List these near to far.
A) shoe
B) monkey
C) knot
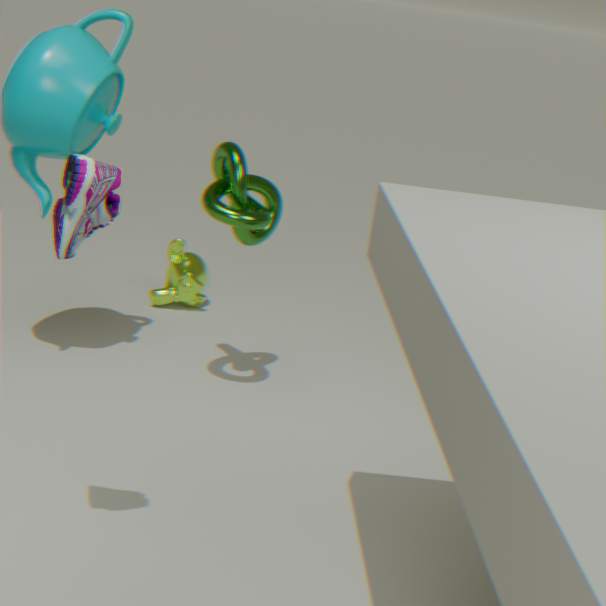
shoe
knot
monkey
